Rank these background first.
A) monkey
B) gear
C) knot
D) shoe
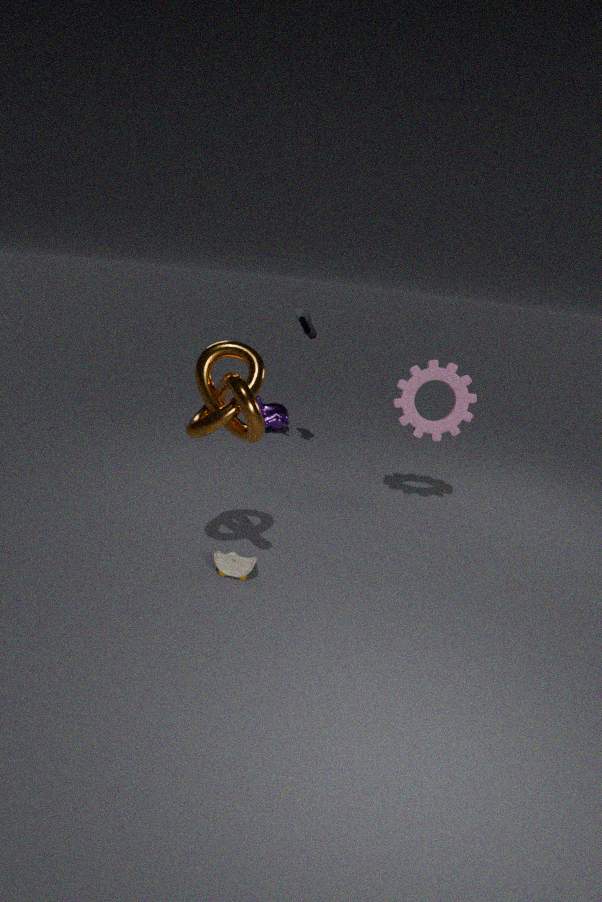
1. monkey
2. shoe
3. gear
4. knot
